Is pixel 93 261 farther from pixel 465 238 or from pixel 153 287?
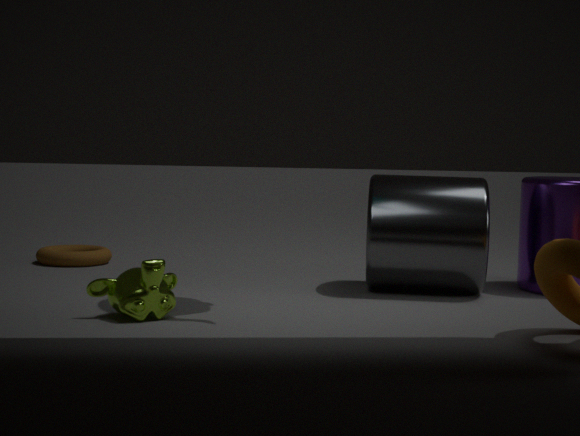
pixel 465 238
